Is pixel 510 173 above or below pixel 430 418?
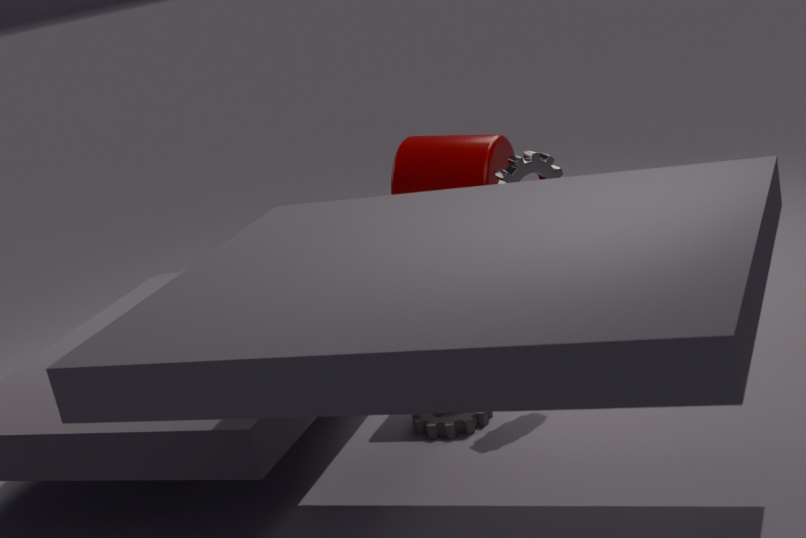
above
